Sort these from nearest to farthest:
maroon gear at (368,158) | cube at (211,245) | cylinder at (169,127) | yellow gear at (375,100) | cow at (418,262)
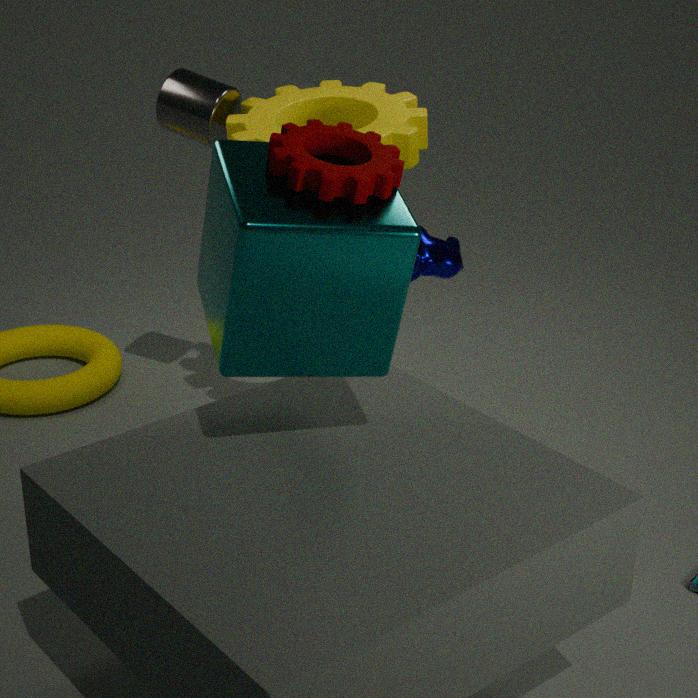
cube at (211,245) < maroon gear at (368,158) < cow at (418,262) < yellow gear at (375,100) < cylinder at (169,127)
